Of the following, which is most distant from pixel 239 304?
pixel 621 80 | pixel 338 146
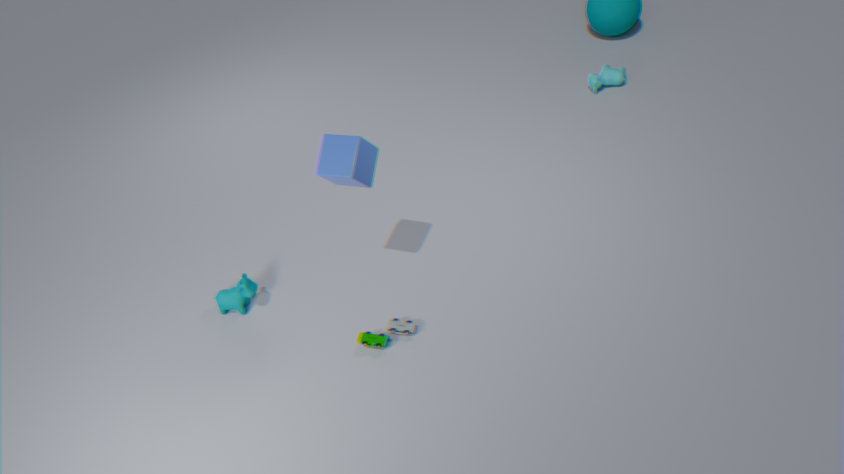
pixel 621 80
